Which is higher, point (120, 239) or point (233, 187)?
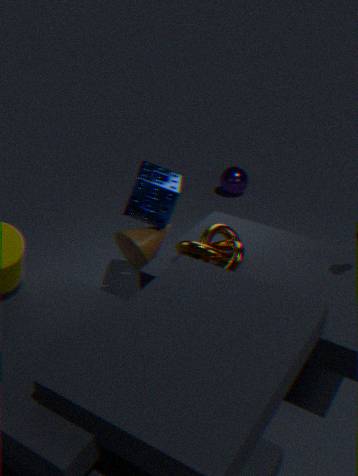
point (120, 239)
